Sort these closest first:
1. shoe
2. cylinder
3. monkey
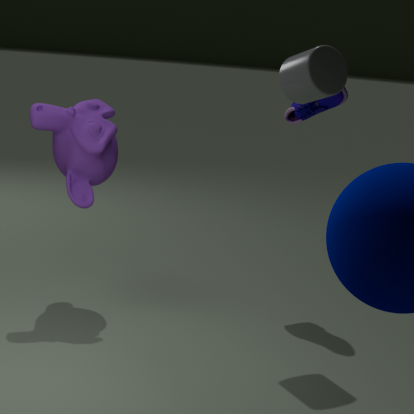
cylinder
monkey
shoe
